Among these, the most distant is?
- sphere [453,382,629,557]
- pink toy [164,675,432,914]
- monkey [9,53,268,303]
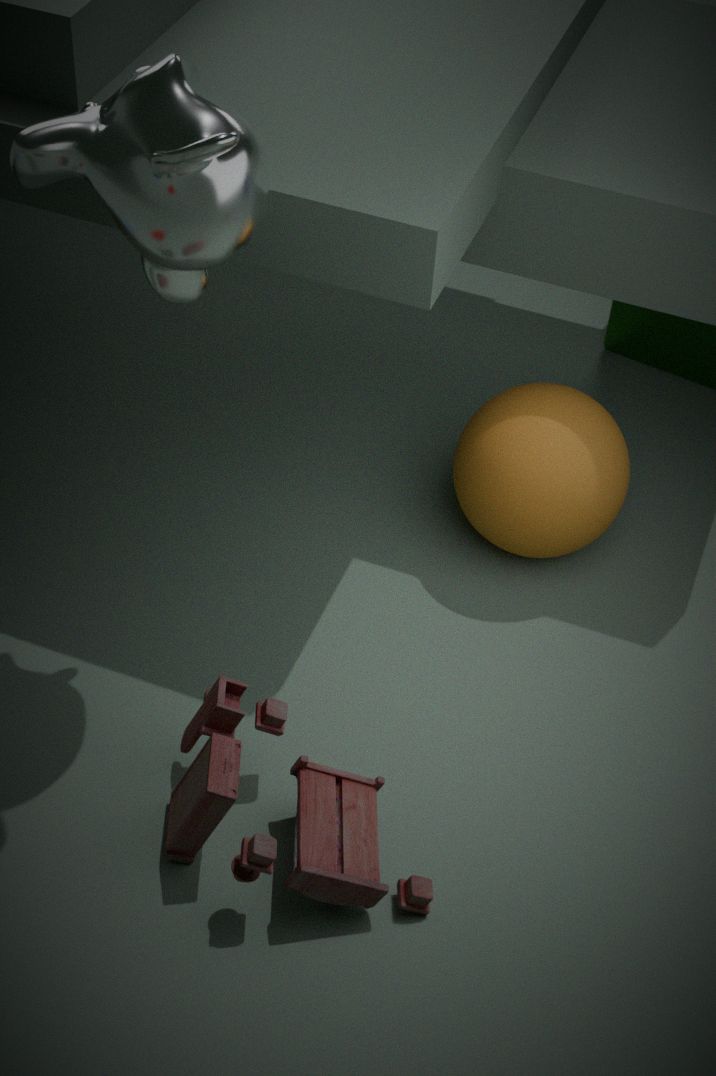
sphere [453,382,629,557]
